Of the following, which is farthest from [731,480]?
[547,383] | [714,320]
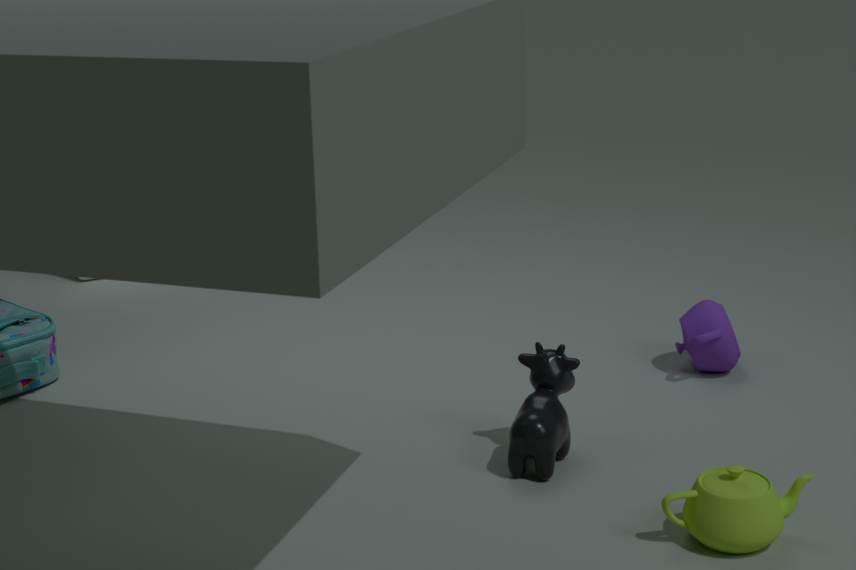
[714,320]
